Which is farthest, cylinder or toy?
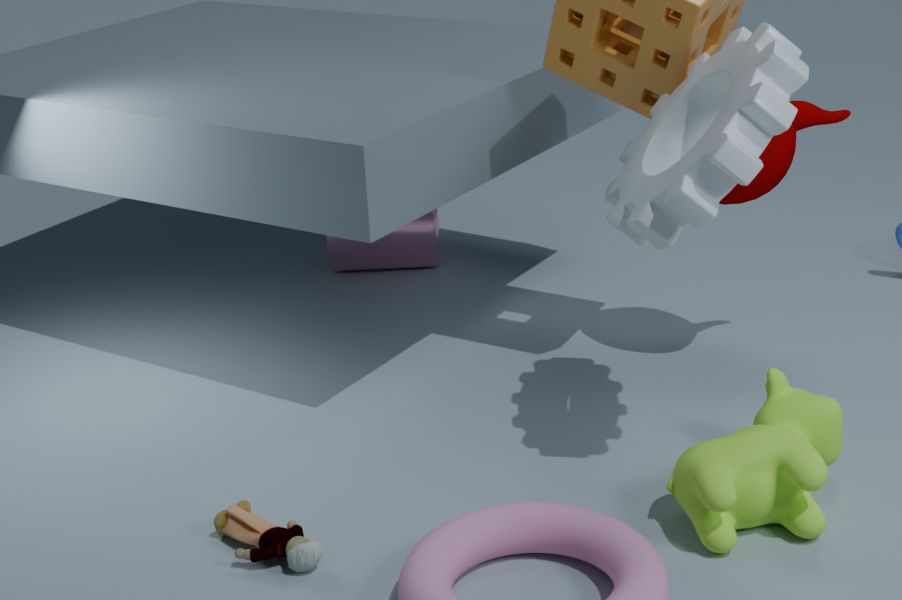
cylinder
